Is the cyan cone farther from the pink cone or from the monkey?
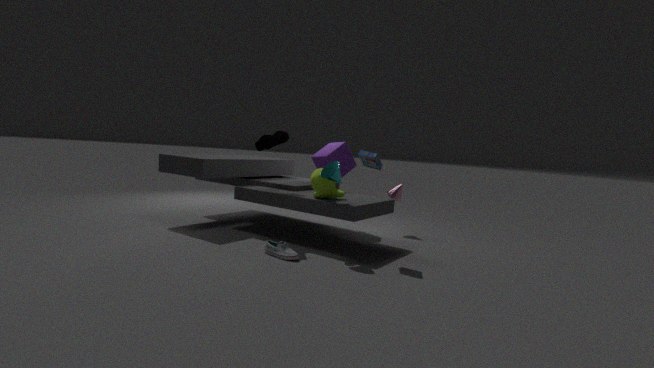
the pink cone
